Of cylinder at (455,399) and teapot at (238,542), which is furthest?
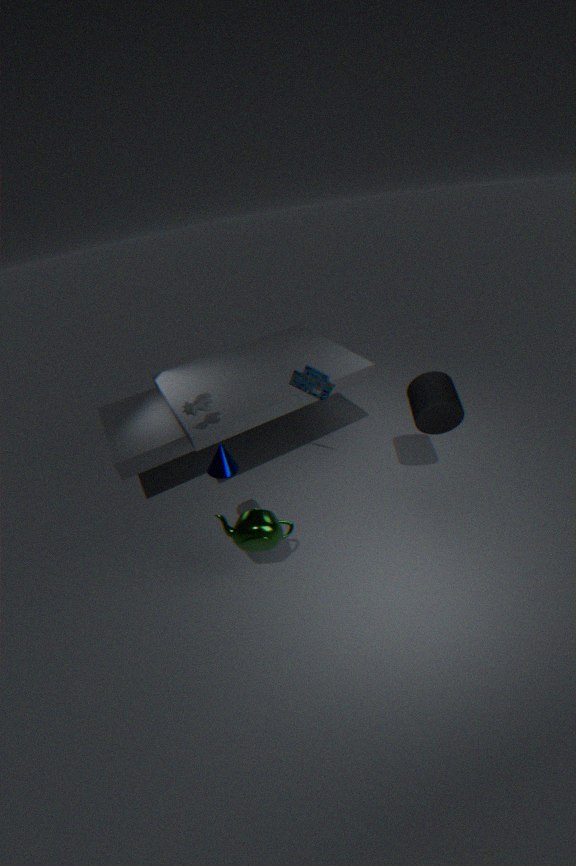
cylinder at (455,399)
